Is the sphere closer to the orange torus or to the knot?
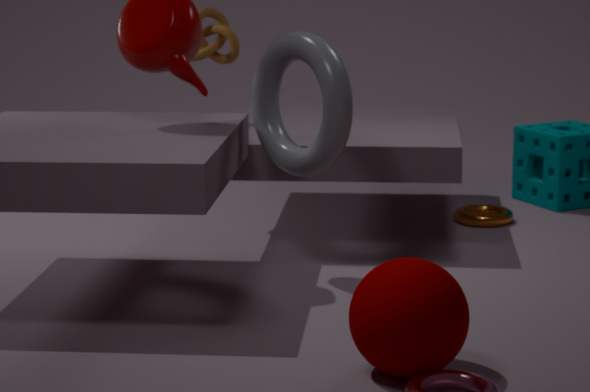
the orange torus
